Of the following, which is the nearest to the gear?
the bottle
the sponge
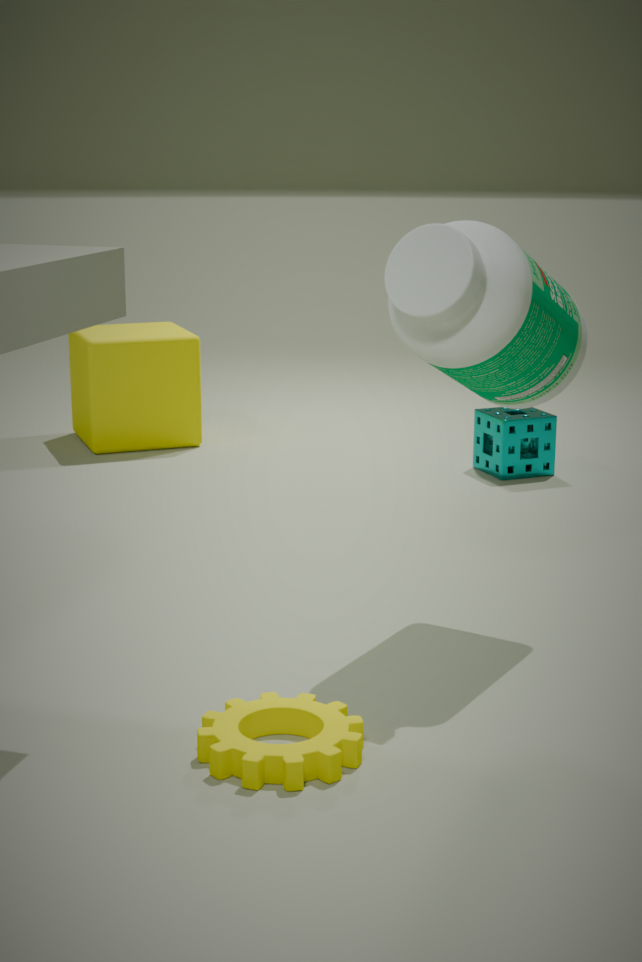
the bottle
